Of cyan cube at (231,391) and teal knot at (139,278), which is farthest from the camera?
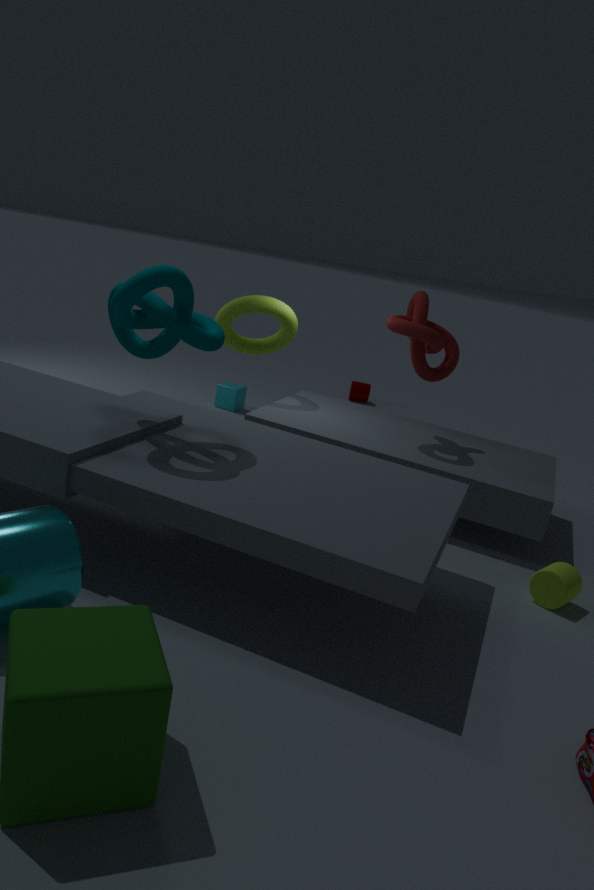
cyan cube at (231,391)
